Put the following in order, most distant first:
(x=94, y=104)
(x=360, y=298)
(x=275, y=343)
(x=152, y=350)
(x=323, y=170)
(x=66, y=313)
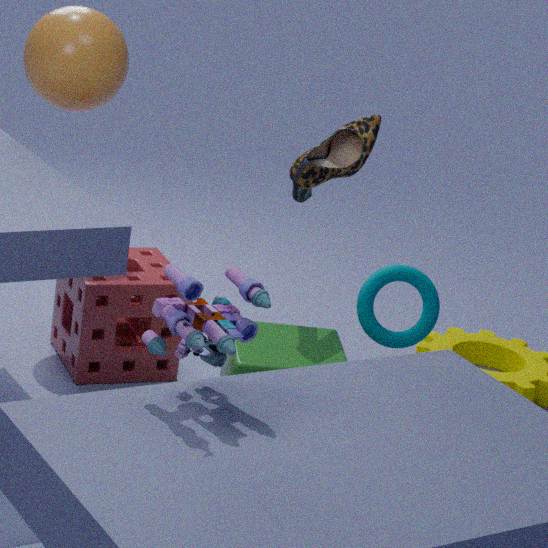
(x=66, y=313)
(x=94, y=104)
(x=360, y=298)
(x=275, y=343)
(x=323, y=170)
(x=152, y=350)
